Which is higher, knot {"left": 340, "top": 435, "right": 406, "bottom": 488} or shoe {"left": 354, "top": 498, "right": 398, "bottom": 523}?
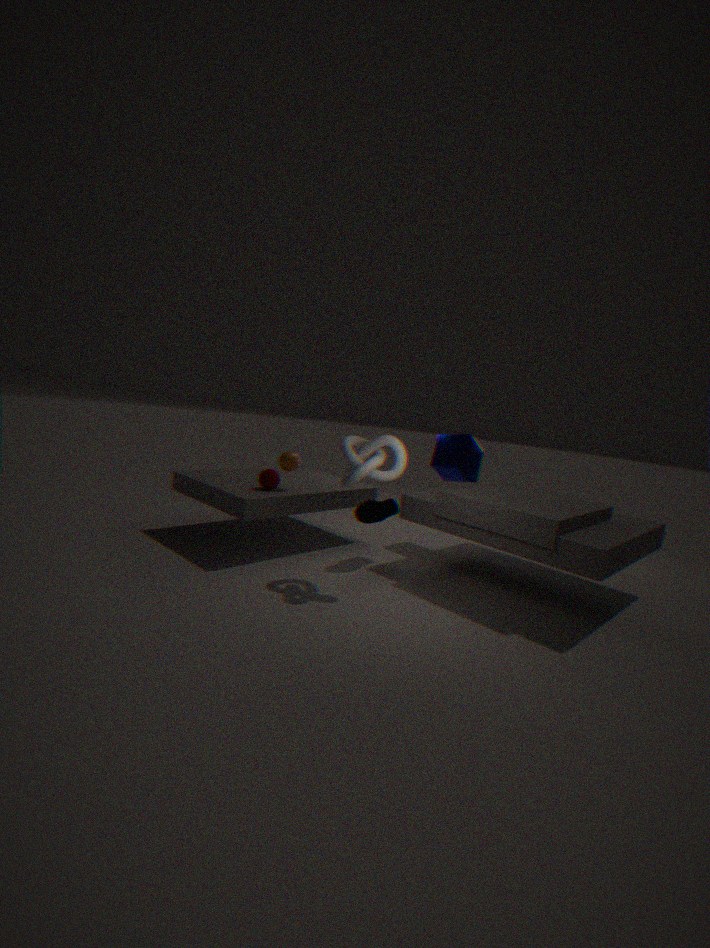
knot {"left": 340, "top": 435, "right": 406, "bottom": 488}
